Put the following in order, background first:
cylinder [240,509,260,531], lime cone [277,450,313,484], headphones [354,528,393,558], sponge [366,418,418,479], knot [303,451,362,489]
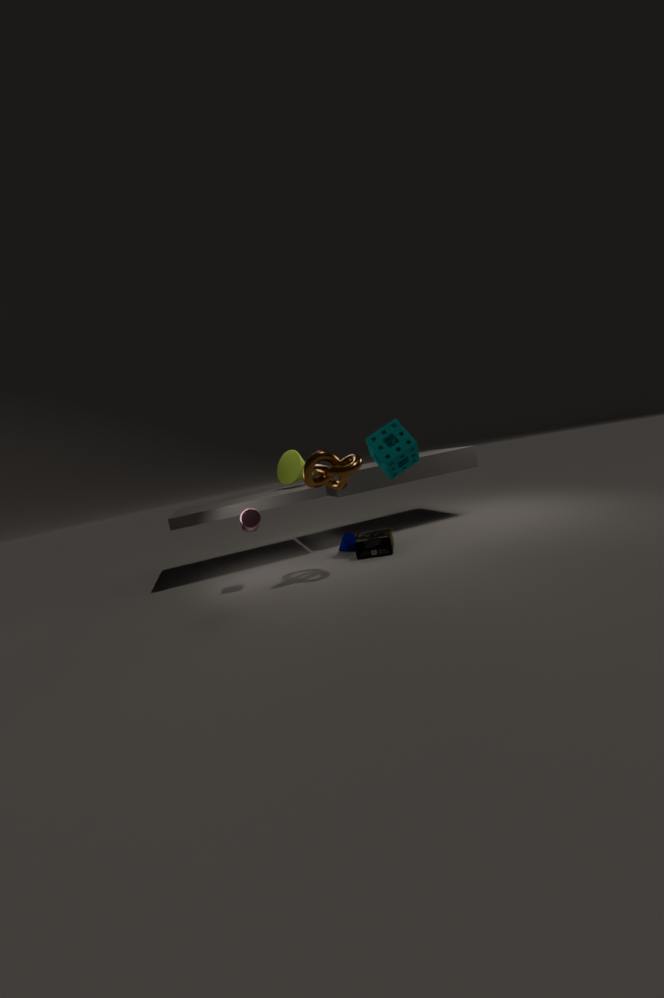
lime cone [277,450,313,484] → sponge [366,418,418,479] → headphones [354,528,393,558] → cylinder [240,509,260,531] → knot [303,451,362,489]
